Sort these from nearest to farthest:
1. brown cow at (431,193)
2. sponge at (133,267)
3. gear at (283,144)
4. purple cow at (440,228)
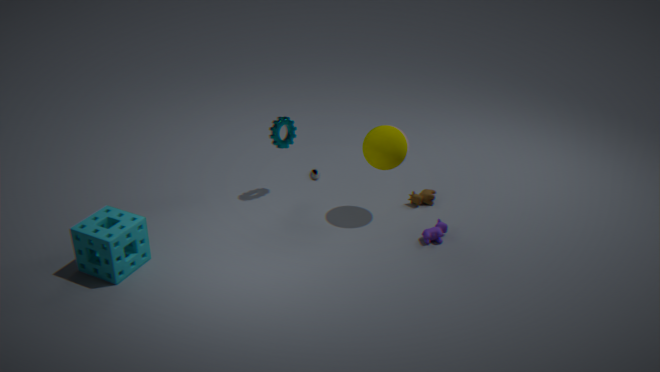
sponge at (133,267), purple cow at (440,228), gear at (283,144), brown cow at (431,193)
